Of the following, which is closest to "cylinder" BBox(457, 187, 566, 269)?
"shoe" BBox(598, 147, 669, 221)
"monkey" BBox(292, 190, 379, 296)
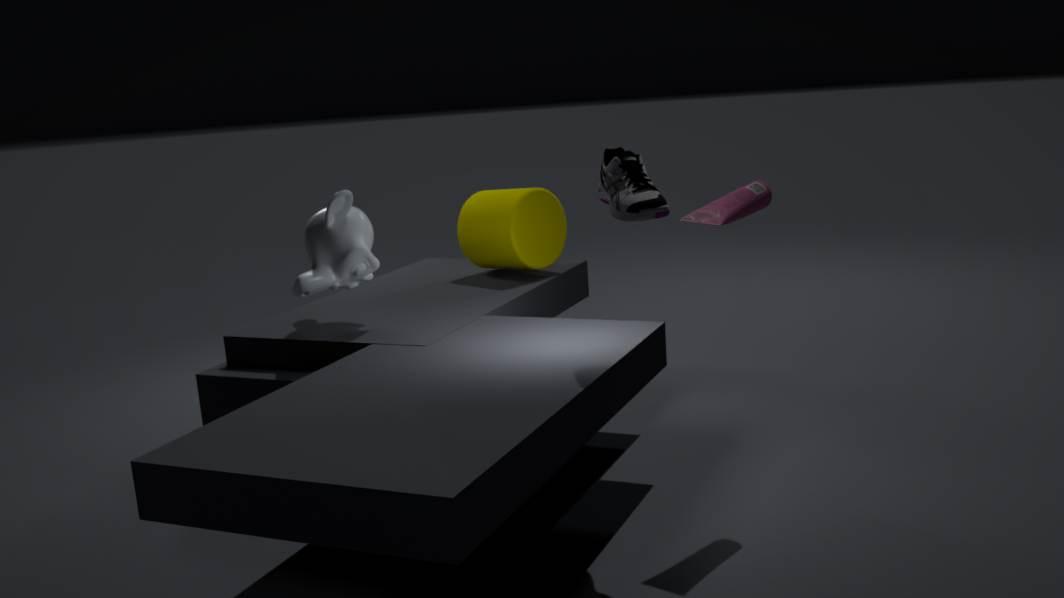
"monkey" BBox(292, 190, 379, 296)
